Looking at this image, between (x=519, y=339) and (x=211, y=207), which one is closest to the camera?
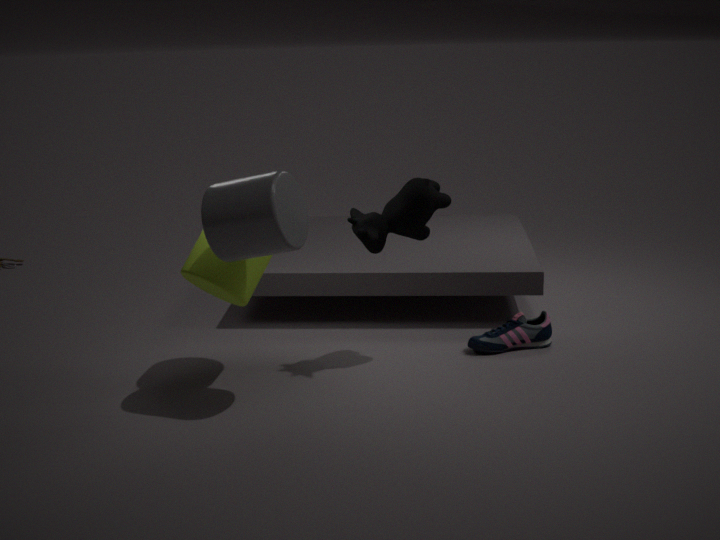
(x=211, y=207)
